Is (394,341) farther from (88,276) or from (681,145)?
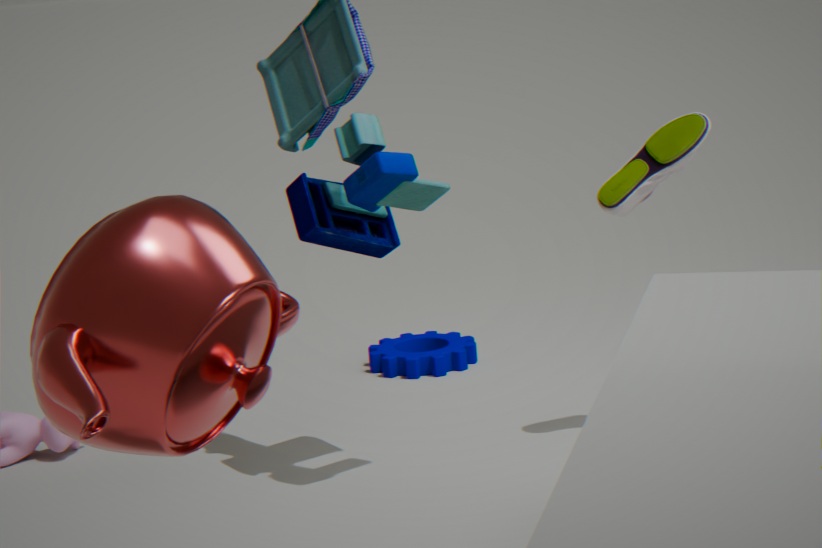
(88,276)
